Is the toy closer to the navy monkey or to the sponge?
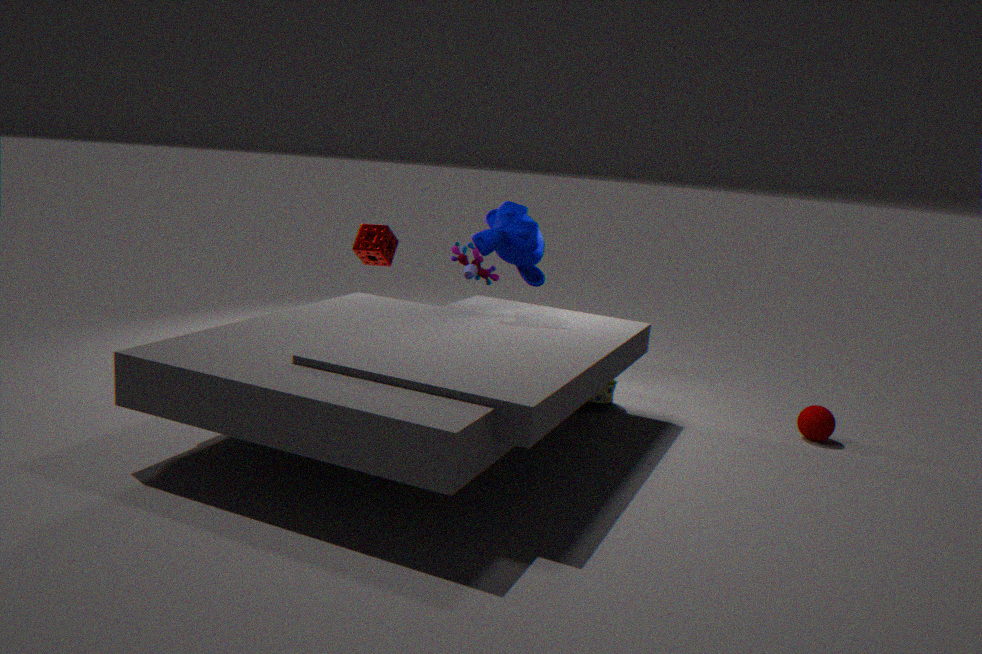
the sponge
